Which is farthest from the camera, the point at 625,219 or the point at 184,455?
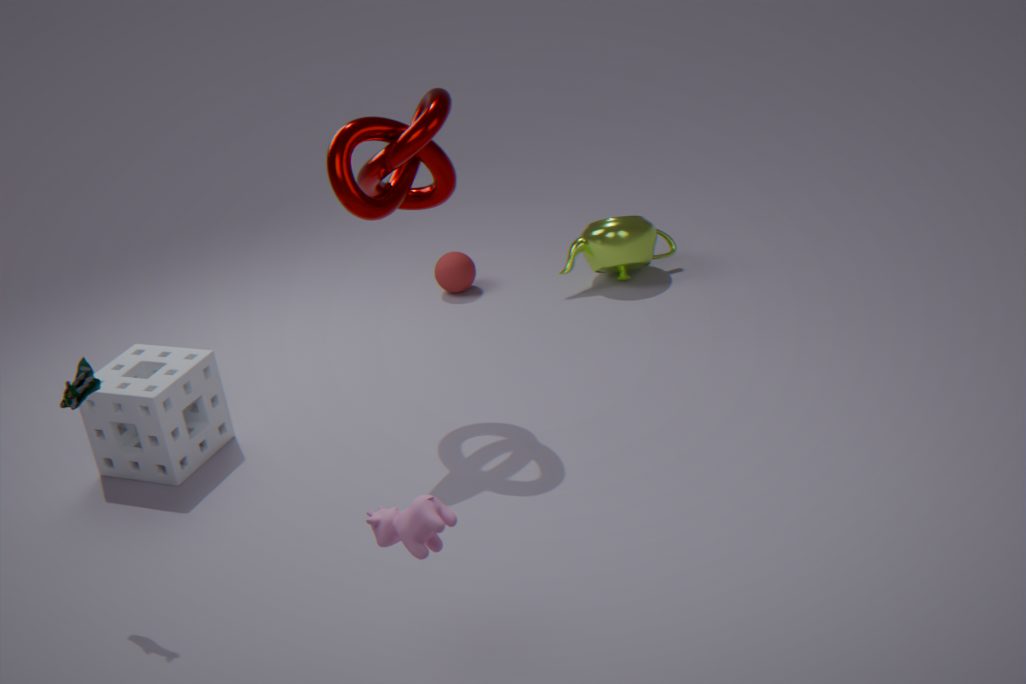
the point at 625,219
